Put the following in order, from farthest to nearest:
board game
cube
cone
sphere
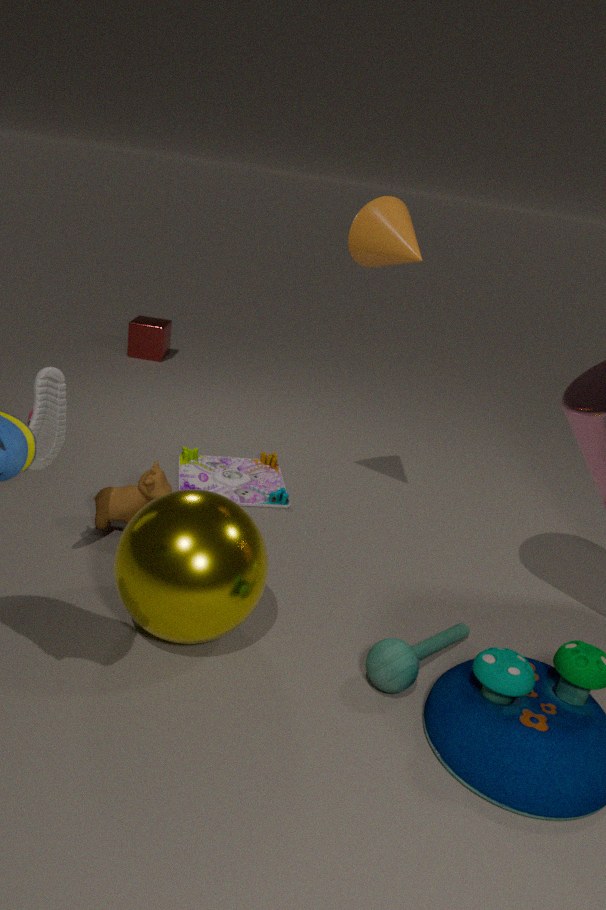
cube, board game, cone, sphere
